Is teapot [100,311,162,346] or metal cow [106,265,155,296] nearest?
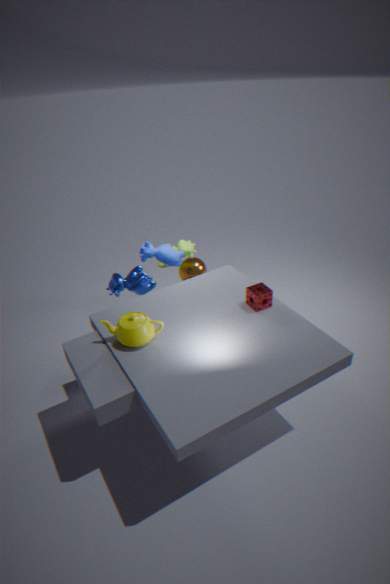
teapot [100,311,162,346]
